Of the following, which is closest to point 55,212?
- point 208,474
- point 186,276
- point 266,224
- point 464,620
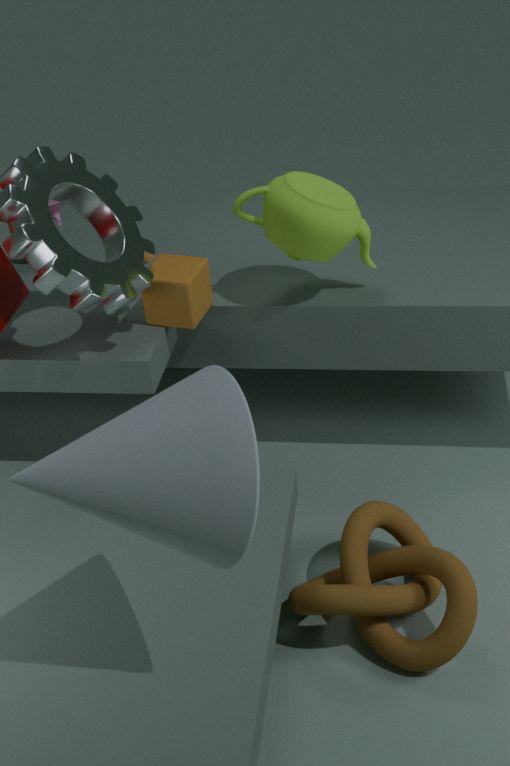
point 186,276
